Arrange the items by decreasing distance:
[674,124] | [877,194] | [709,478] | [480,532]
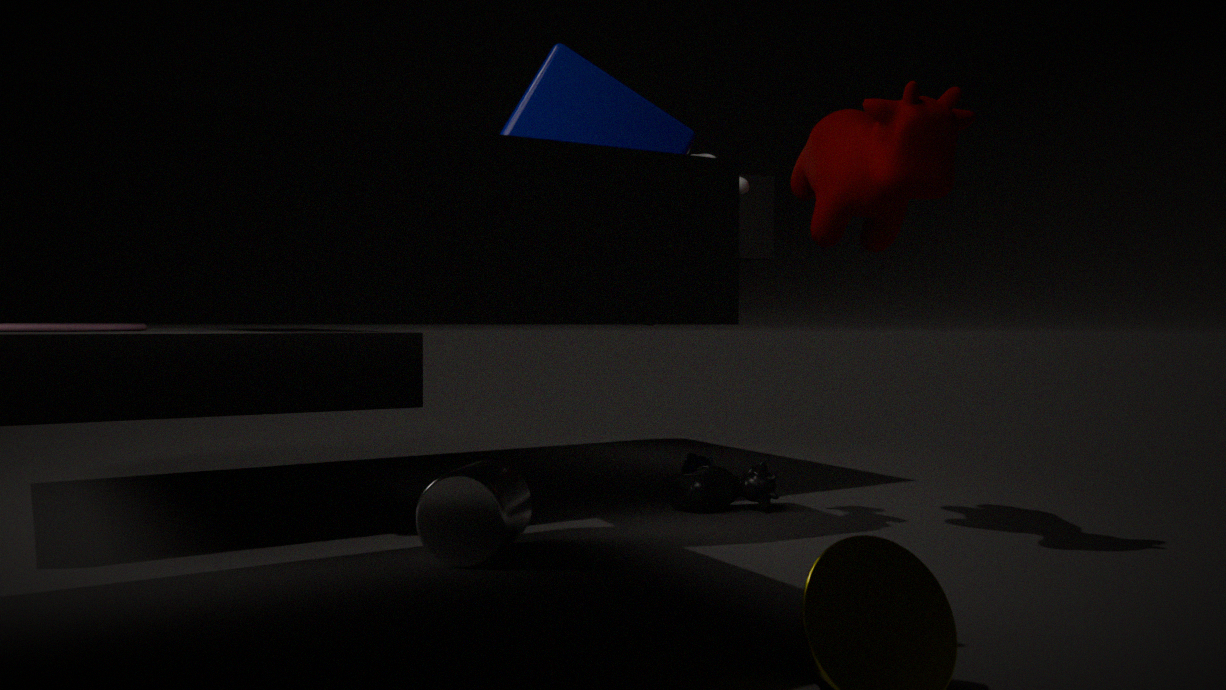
[709,478], [674,124], [877,194], [480,532]
